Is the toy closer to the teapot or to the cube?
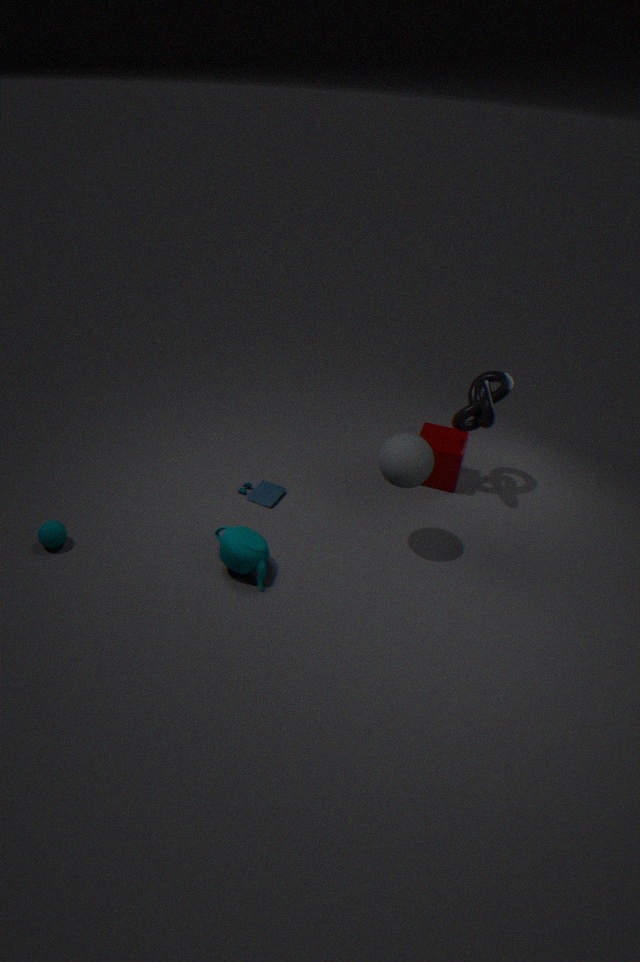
the teapot
